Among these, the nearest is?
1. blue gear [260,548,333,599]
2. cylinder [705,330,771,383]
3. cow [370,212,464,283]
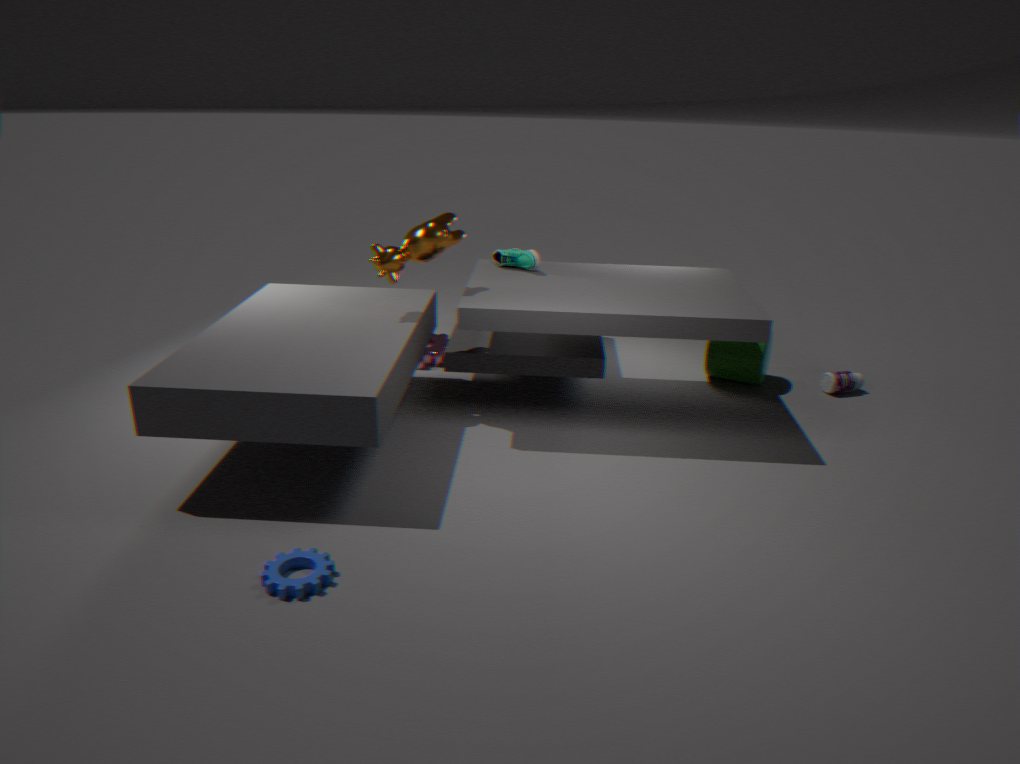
blue gear [260,548,333,599]
